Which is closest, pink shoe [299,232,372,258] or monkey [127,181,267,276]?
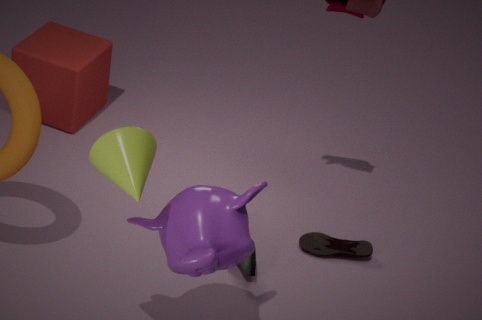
monkey [127,181,267,276]
